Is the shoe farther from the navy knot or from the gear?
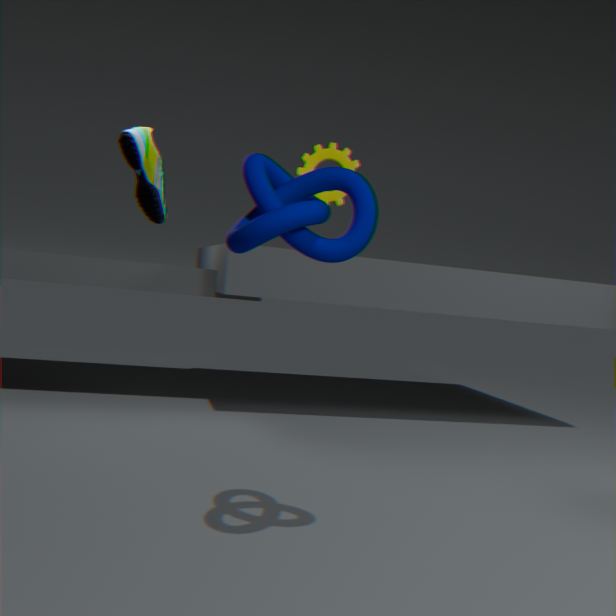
the navy knot
